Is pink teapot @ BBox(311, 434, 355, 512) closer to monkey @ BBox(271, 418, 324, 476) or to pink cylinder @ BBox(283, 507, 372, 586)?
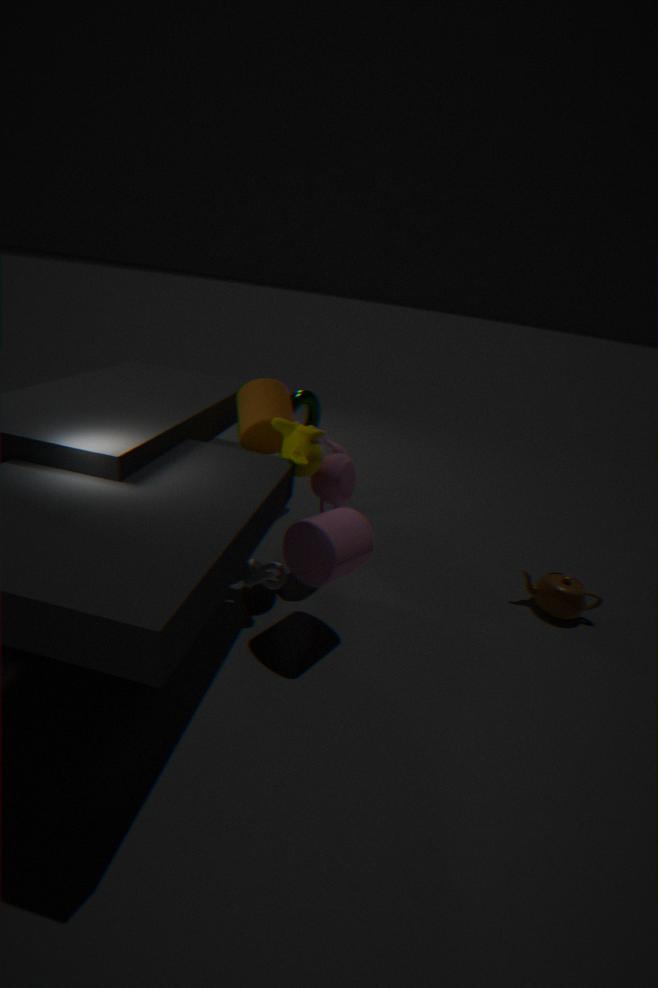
monkey @ BBox(271, 418, 324, 476)
